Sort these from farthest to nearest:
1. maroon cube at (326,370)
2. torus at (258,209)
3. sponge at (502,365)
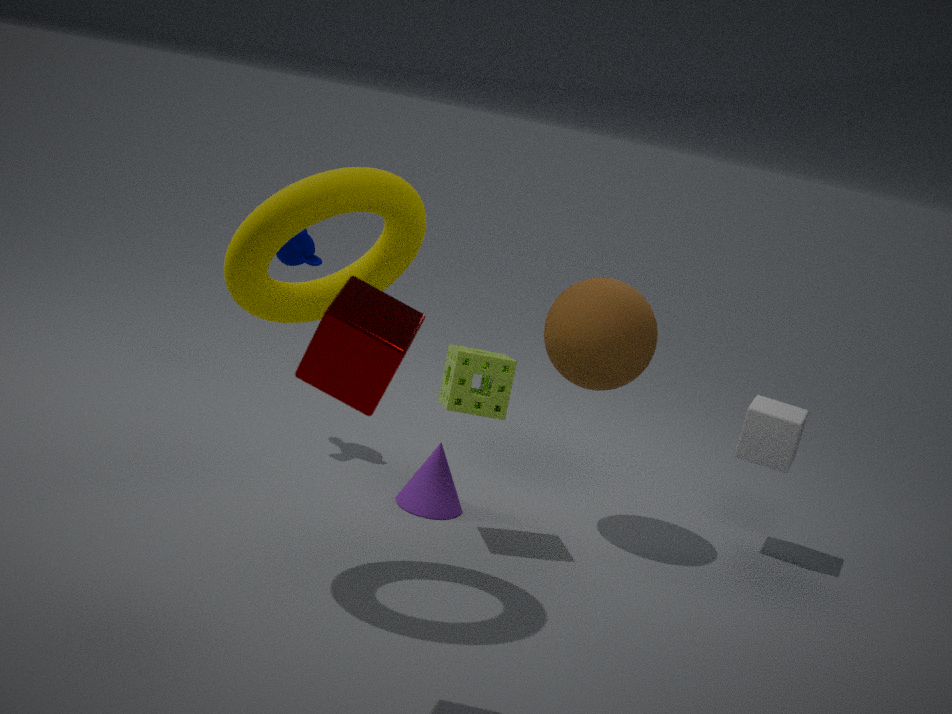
sponge at (502,365), torus at (258,209), maroon cube at (326,370)
